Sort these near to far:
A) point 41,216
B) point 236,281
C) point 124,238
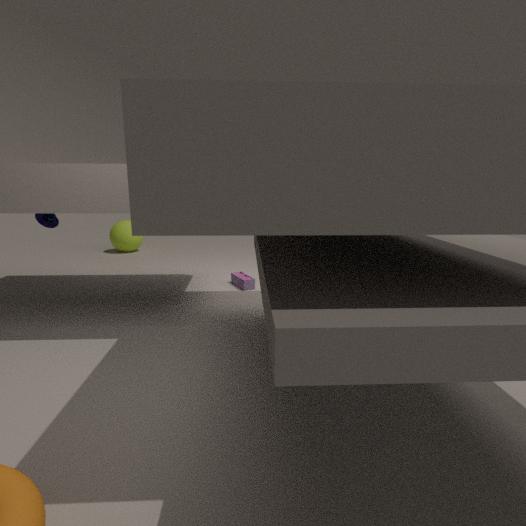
1. point 41,216
2. point 236,281
3. point 124,238
